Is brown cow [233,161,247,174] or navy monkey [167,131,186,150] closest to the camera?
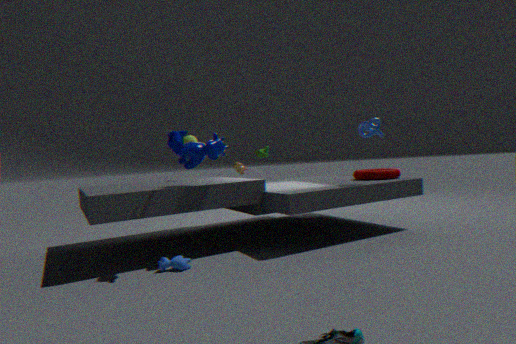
navy monkey [167,131,186,150]
